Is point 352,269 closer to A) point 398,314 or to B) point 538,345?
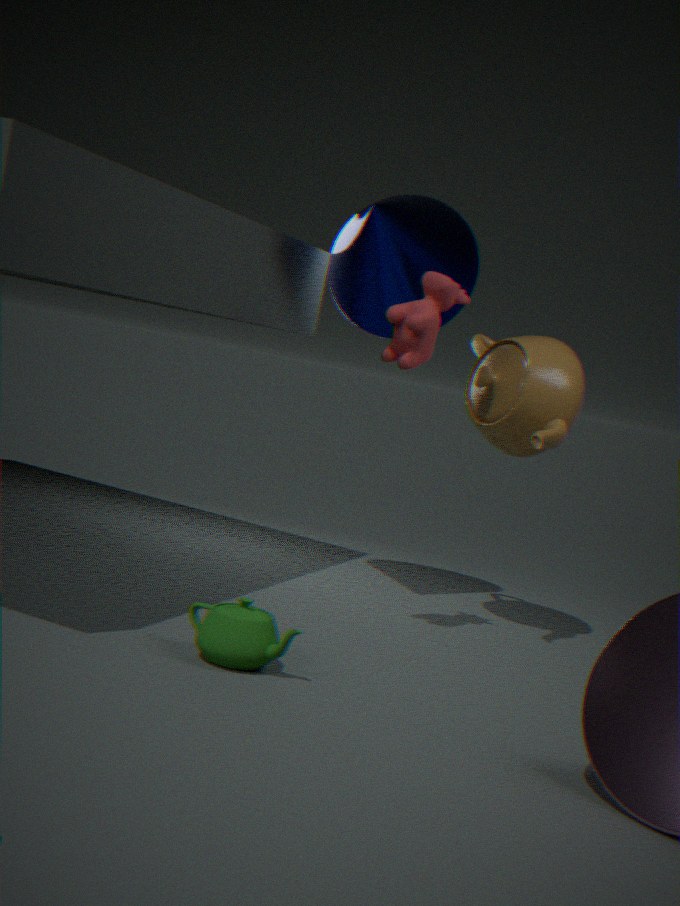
A) point 398,314
